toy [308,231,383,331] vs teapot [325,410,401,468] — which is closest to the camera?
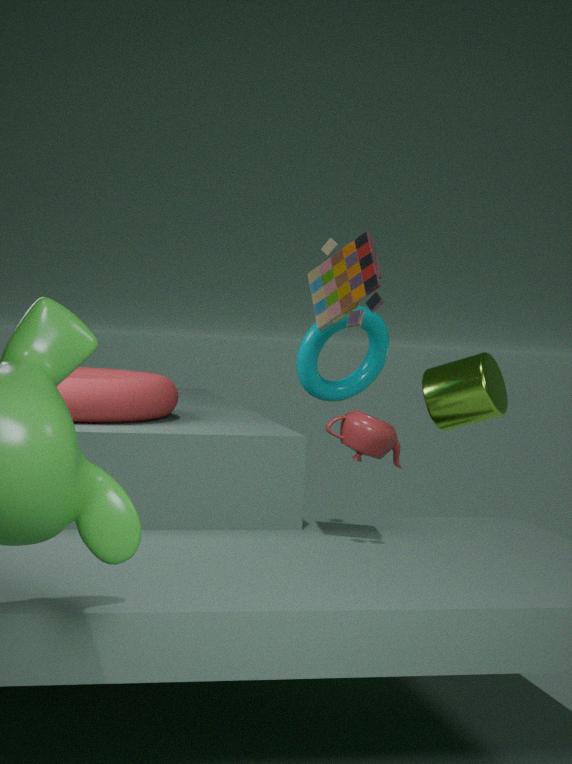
toy [308,231,383,331]
